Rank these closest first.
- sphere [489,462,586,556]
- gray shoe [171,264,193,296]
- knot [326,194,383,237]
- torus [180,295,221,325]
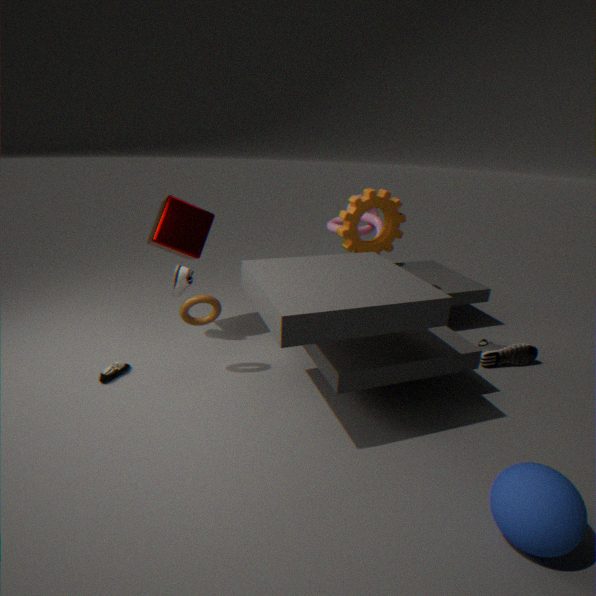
sphere [489,462,586,556] < torus [180,295,221,325] < gray shoe [171,264,193,296] < knot [326,194,383,237]
